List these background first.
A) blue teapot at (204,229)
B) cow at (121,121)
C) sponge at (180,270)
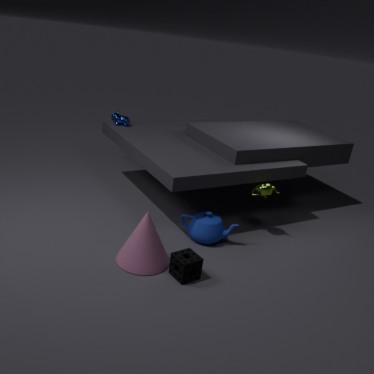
cow at (121,121) → blue teapot at (204,229) → sponge at (180,270)
